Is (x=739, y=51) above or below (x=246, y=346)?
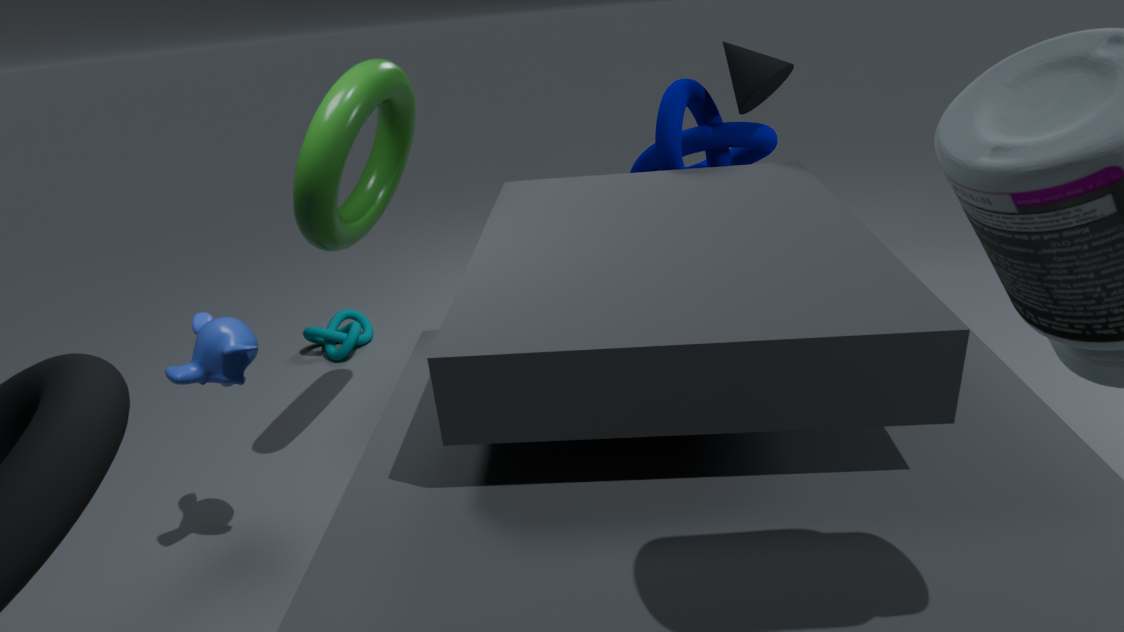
above
